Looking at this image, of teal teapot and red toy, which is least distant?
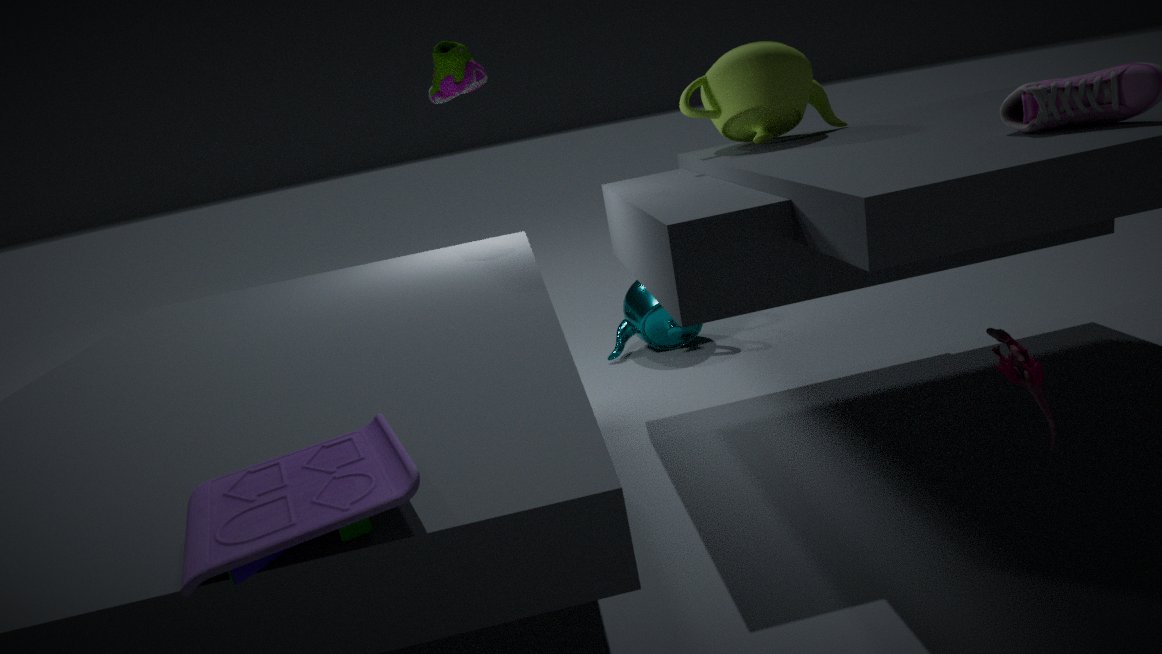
red toy
